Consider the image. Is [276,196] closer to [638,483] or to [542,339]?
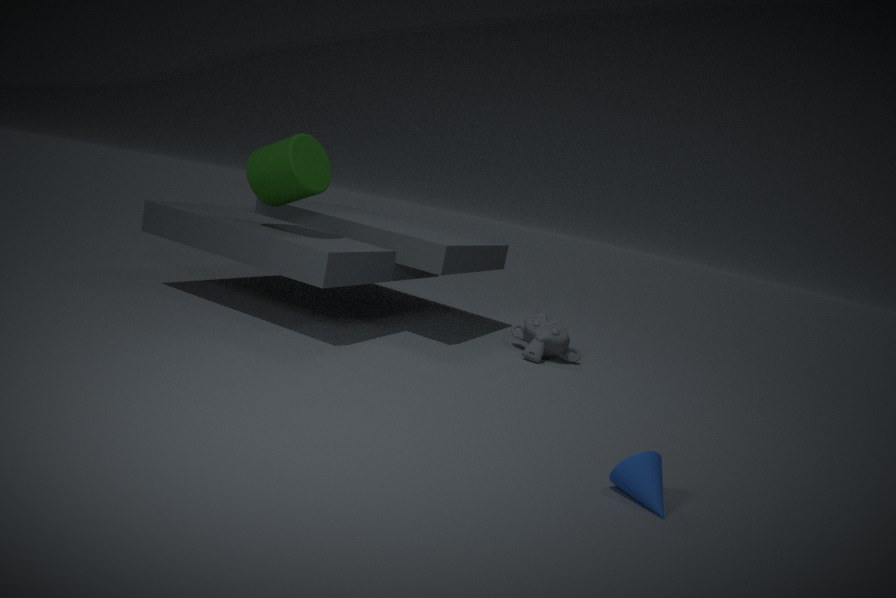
[542,339]
